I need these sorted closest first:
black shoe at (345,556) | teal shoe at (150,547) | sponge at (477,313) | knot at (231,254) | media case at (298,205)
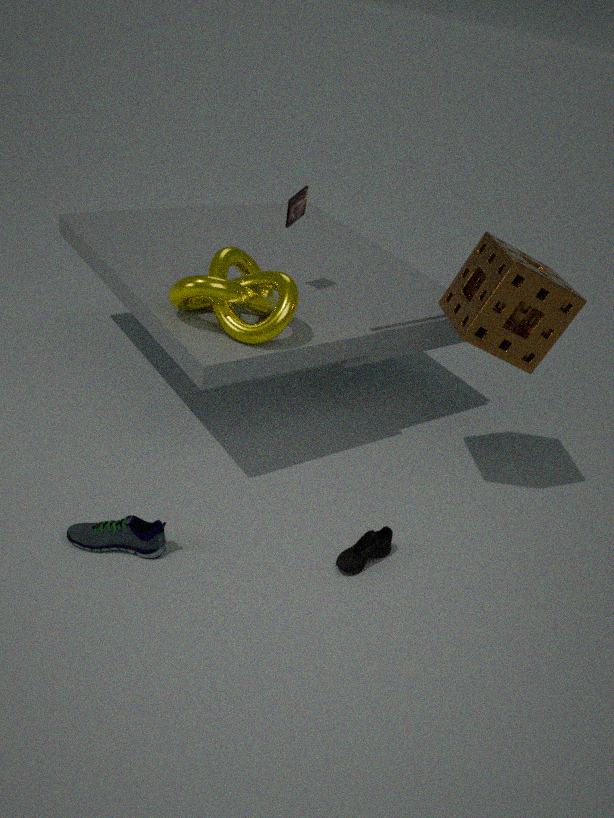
teal shoe at (150,547)
sponge at (477,313)
black shoe at (345,556)
knot at (231,254)
media case at (298,205)
